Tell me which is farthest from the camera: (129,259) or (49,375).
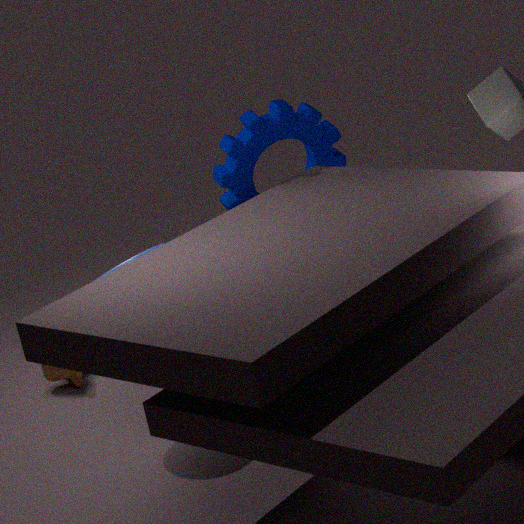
(49,375)
